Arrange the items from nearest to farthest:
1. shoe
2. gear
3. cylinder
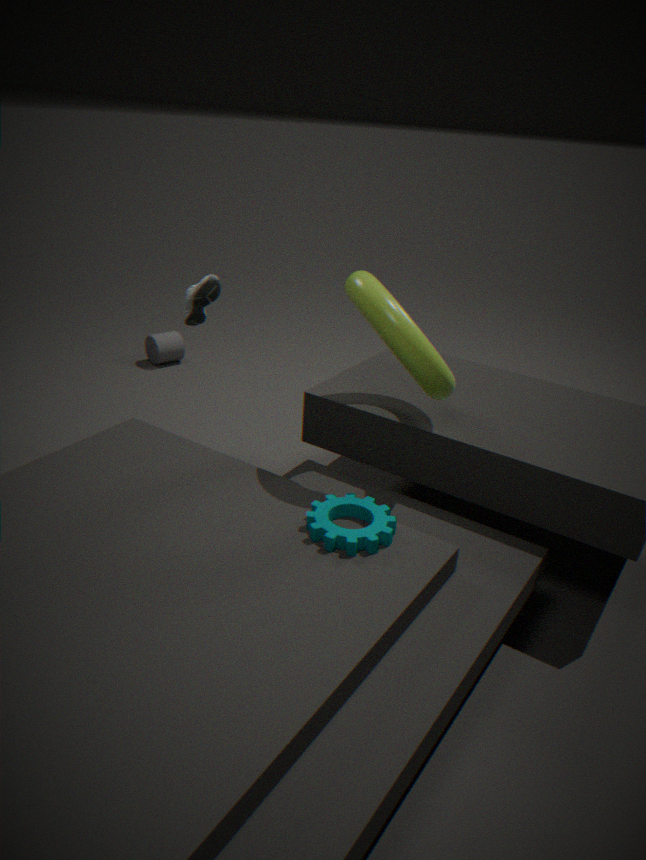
gear < shoe < cylinder
